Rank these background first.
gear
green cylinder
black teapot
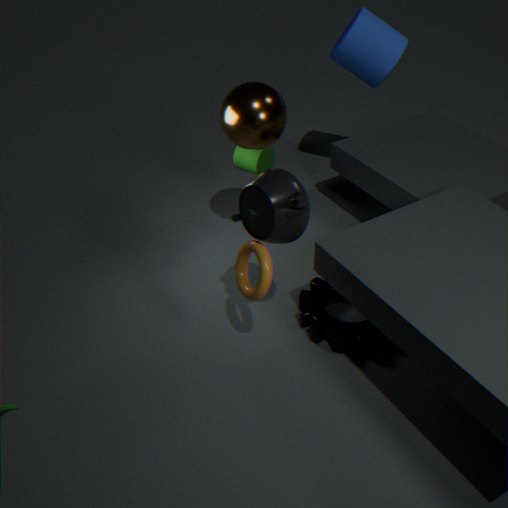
green cylinder
gear
black teapot
